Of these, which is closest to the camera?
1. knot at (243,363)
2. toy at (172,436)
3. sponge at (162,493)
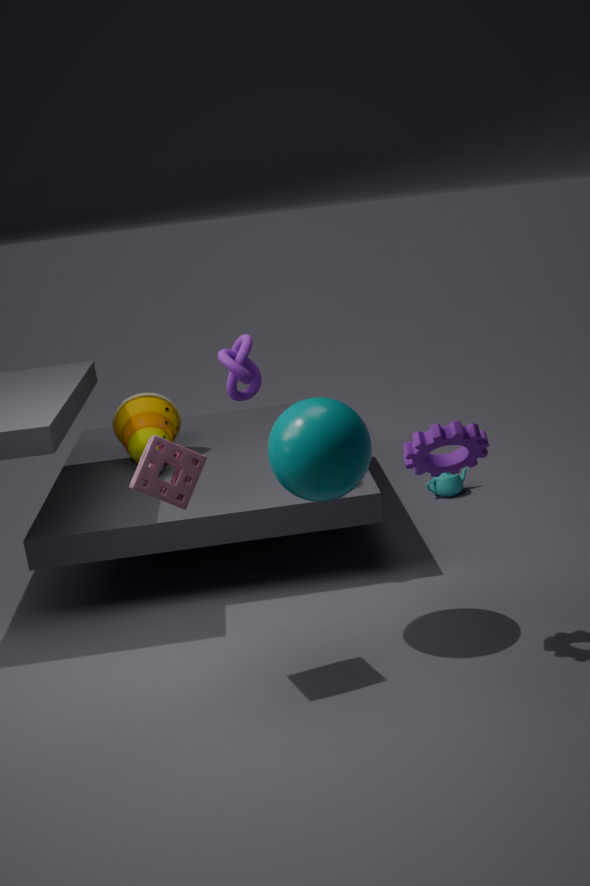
sponge at (162,493)
